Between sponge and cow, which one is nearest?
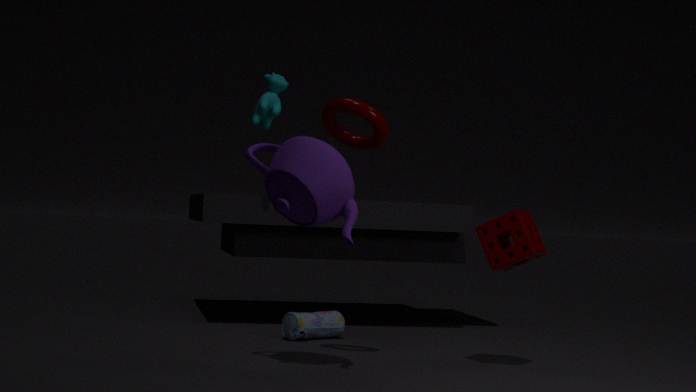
sponge
